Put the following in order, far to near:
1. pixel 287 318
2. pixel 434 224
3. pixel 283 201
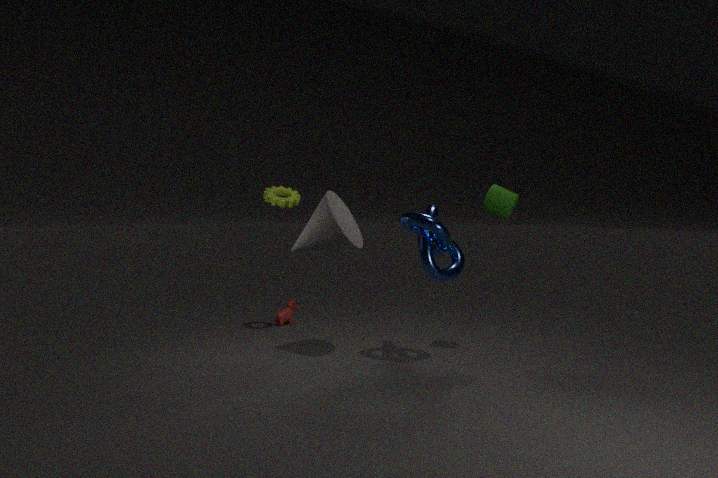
pixel 287 318, pixel 283 201, pixel 434 224
